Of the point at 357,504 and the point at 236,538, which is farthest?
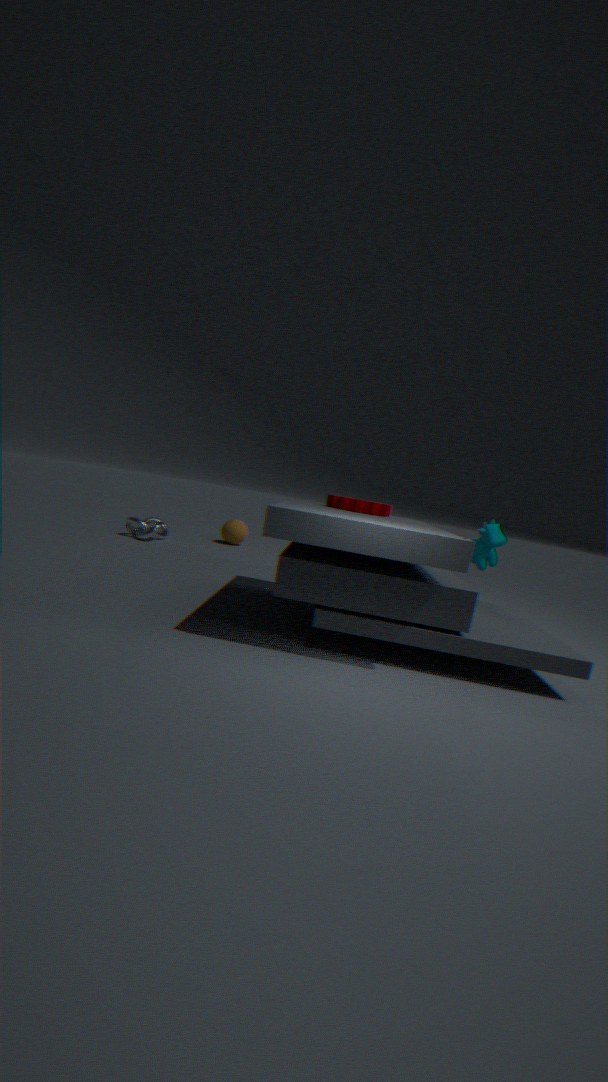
the point at 236,538
